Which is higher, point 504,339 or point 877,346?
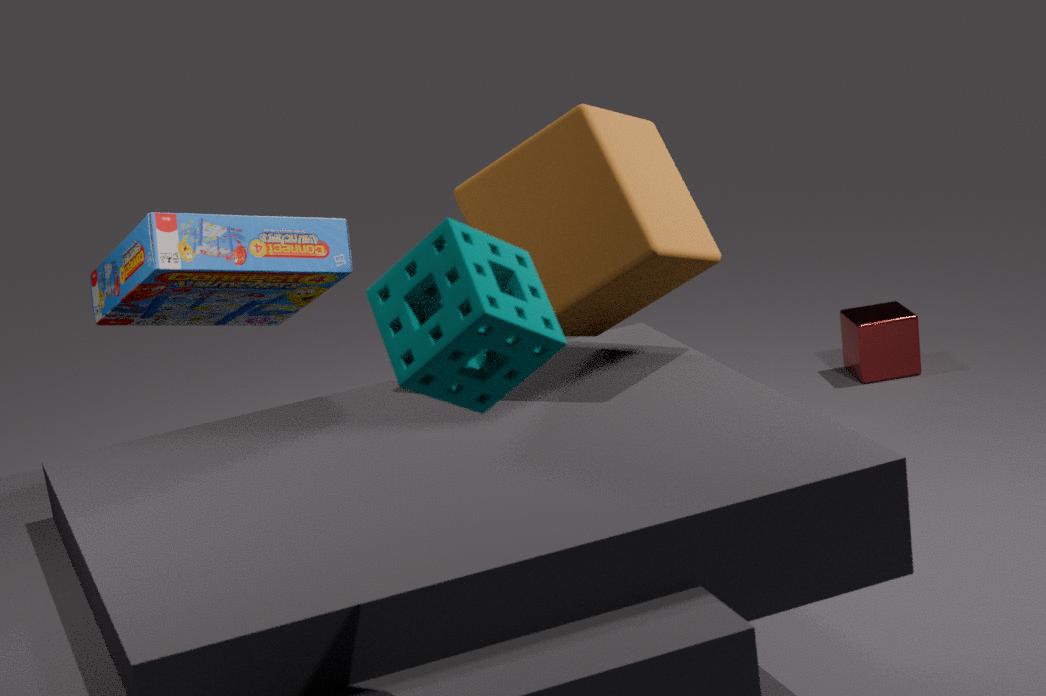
point 504,339
